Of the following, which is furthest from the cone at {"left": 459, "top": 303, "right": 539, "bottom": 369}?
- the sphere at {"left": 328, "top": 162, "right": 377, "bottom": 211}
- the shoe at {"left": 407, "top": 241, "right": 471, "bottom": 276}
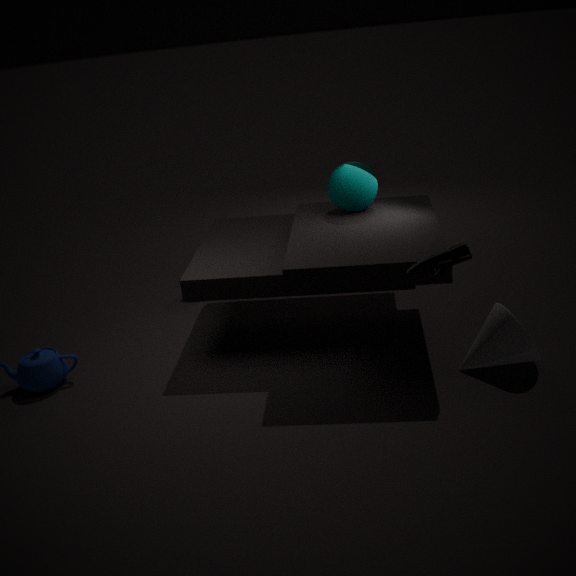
the shoe at {"left": 407, "top": 241, "right": 471, "bottom": 276}
